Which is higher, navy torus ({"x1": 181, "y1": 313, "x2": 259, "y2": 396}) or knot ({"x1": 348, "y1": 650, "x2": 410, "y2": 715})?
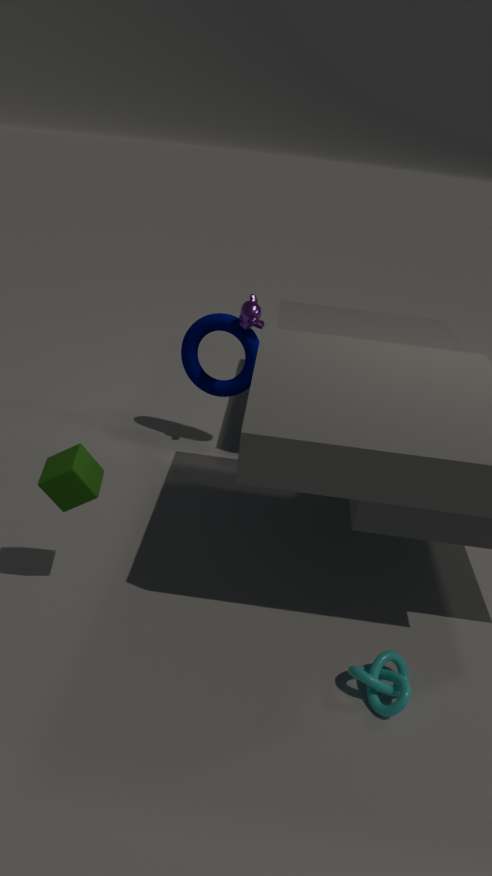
navy torus ({"x1": 181, "y1": 313, "x2": 259, "y2": 396})
